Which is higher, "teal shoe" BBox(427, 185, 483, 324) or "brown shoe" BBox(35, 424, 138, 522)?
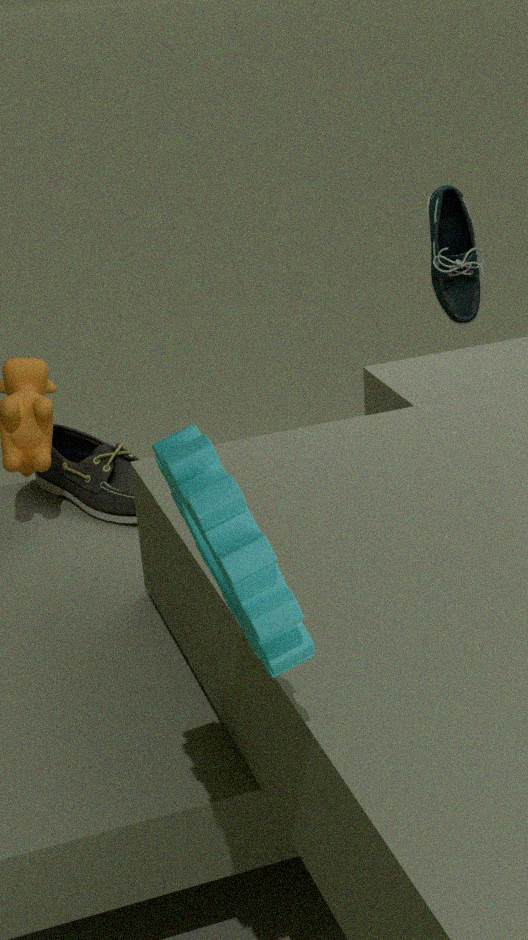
"teal shoe" BBox(427, 185, 483, 324)
